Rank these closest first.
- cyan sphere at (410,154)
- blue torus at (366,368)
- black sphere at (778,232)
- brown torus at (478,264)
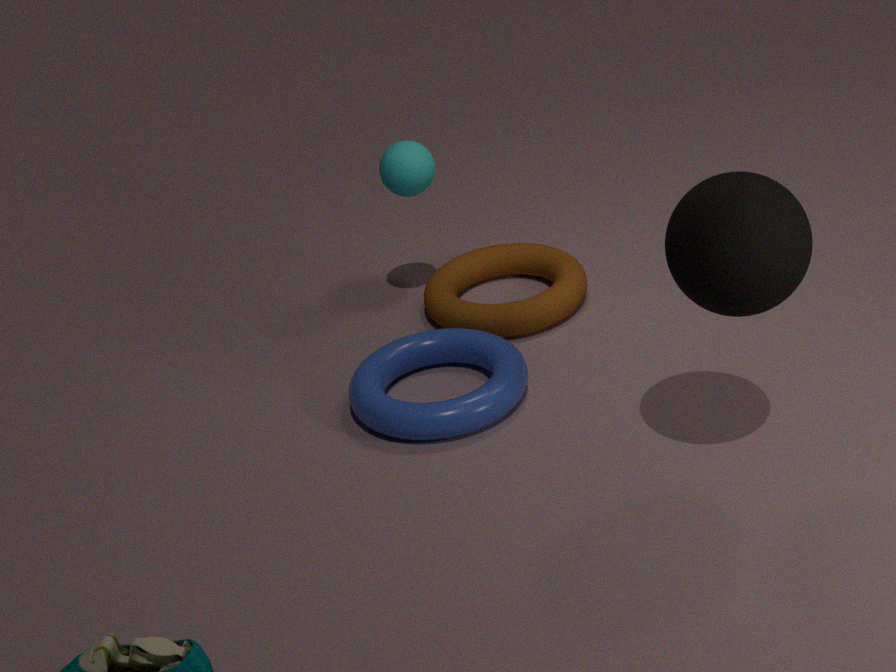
black sphere at (778,232), blue torus at (366,368), brown torus at (478,264), cyan sphere at (410,154)
